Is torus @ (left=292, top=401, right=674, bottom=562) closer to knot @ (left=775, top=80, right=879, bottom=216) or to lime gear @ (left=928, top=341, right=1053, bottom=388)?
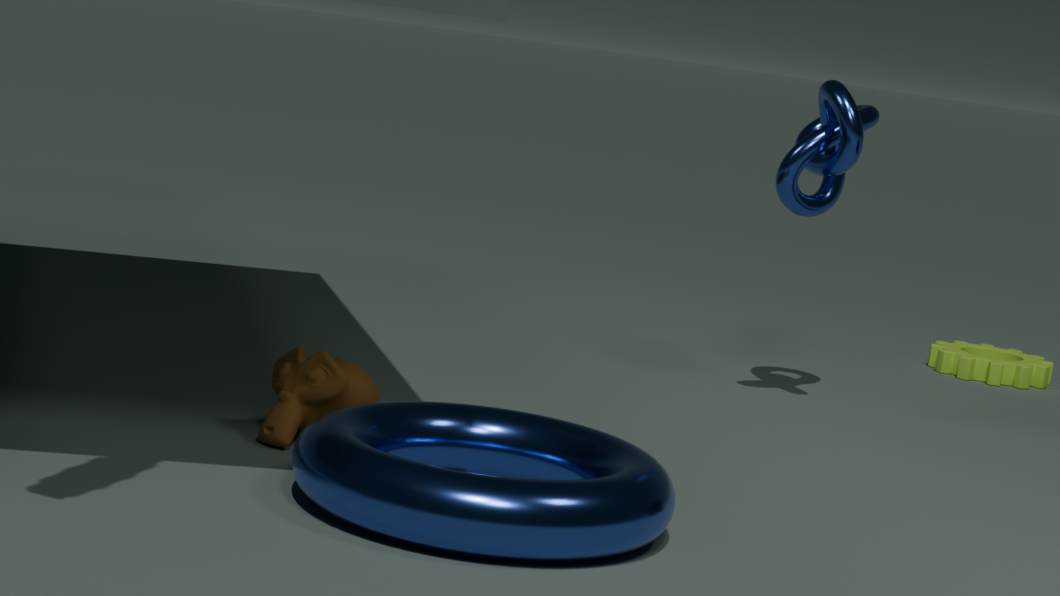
knot @ (left=775, top=80, right=879, bottom=216)
